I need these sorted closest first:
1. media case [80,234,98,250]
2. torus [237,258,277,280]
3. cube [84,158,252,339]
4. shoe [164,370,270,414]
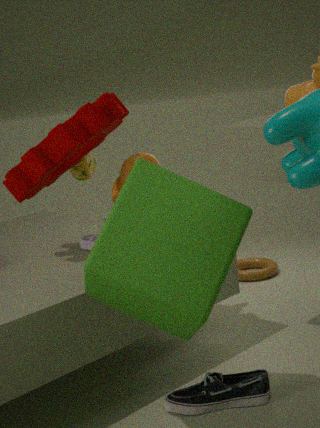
1. cube [84,158,252,339]
2. shoe [164,370,270,414]
3. media case [80,234,98,250]
4. torus [237,258,277,280]
